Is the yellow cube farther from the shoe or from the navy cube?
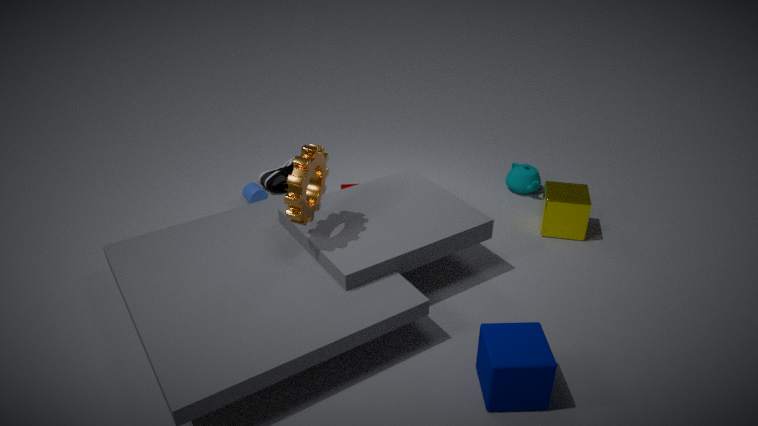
the shoe
